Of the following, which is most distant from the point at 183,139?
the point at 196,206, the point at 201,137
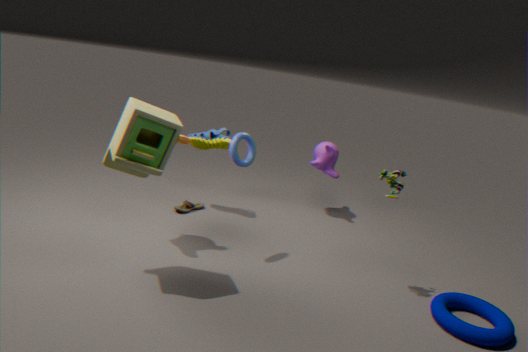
the point at 196,206
